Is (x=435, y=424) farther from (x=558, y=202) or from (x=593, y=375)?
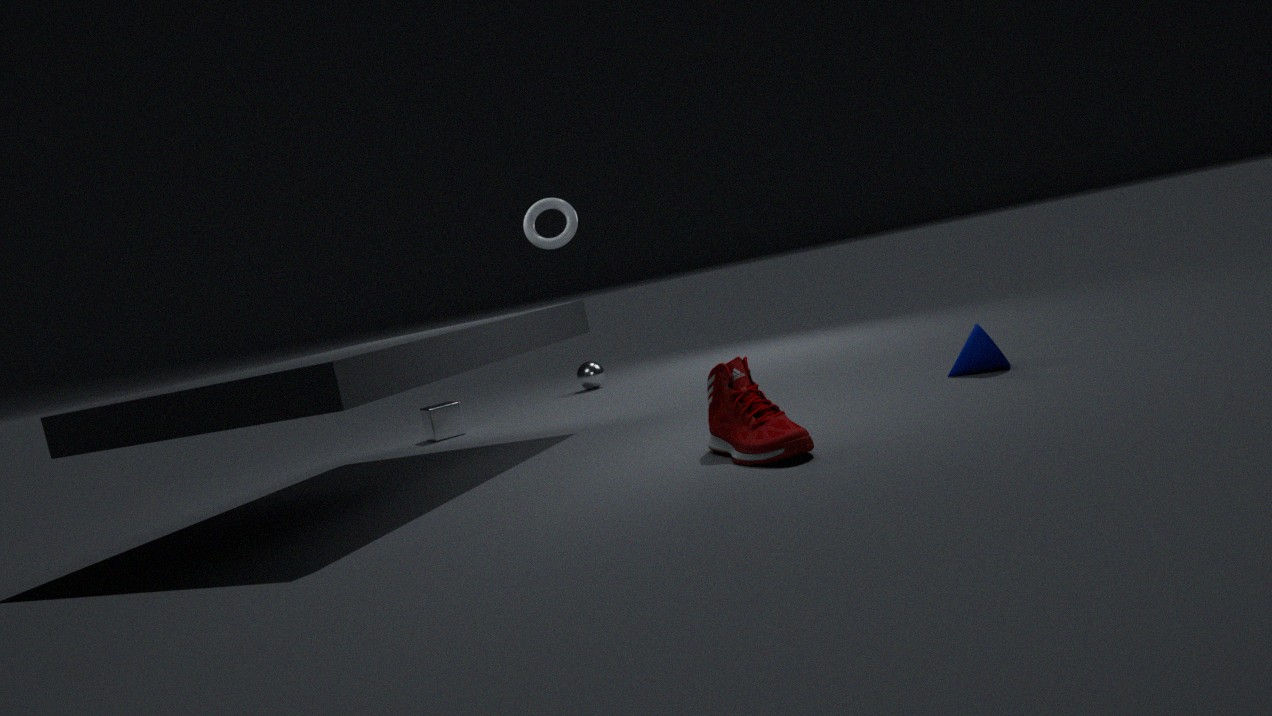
(x=558, y=202)
